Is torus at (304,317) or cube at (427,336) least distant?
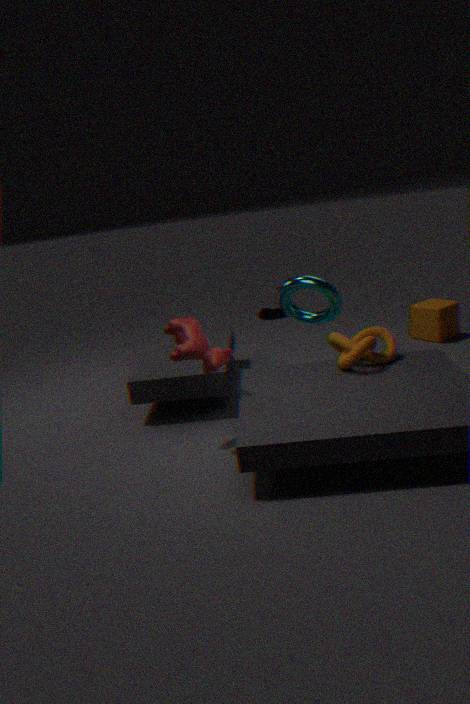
torus at (304,317)
